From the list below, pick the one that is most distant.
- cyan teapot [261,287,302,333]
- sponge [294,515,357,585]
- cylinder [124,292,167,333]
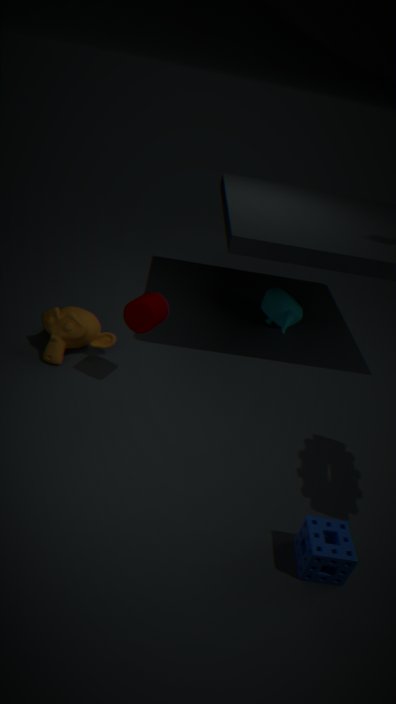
cyan teapot [261,287,302,333]
